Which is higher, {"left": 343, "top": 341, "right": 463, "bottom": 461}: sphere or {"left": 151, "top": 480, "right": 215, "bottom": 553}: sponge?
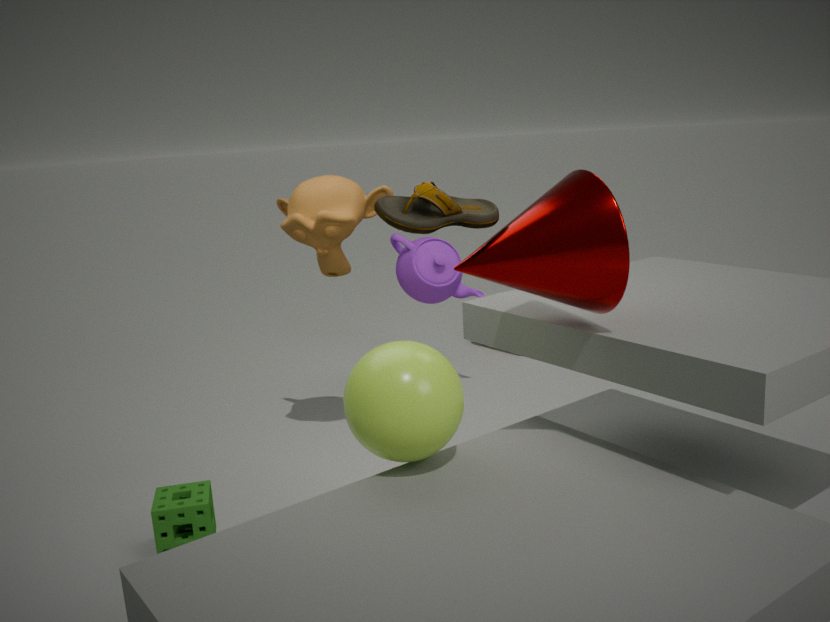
{"left": 343, "top": 341, "right": 463, "bottom": 461}: sphere
